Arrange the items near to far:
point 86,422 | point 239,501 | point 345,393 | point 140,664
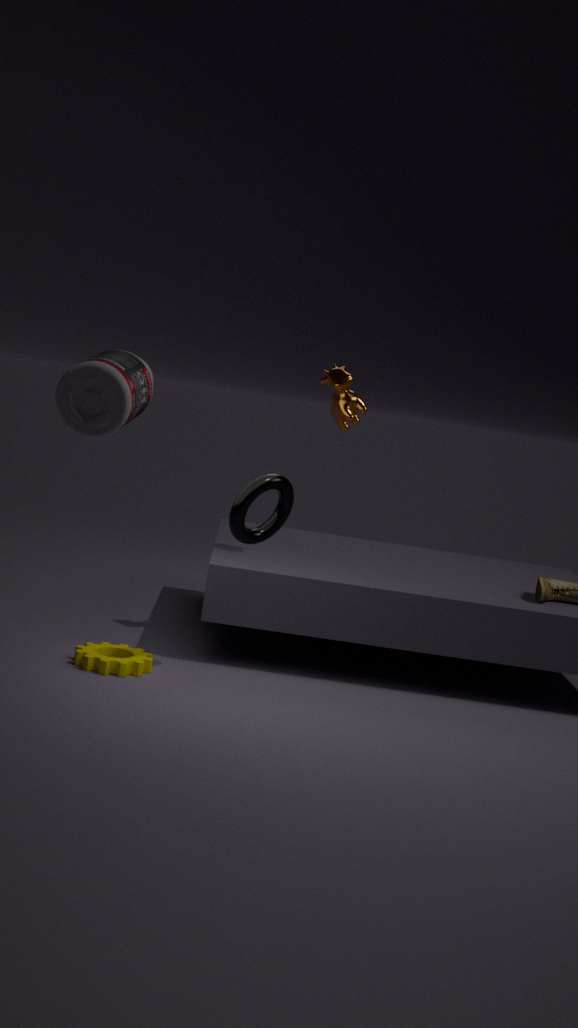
point 86,422
point 239,501
point 140,664
point 345,393
